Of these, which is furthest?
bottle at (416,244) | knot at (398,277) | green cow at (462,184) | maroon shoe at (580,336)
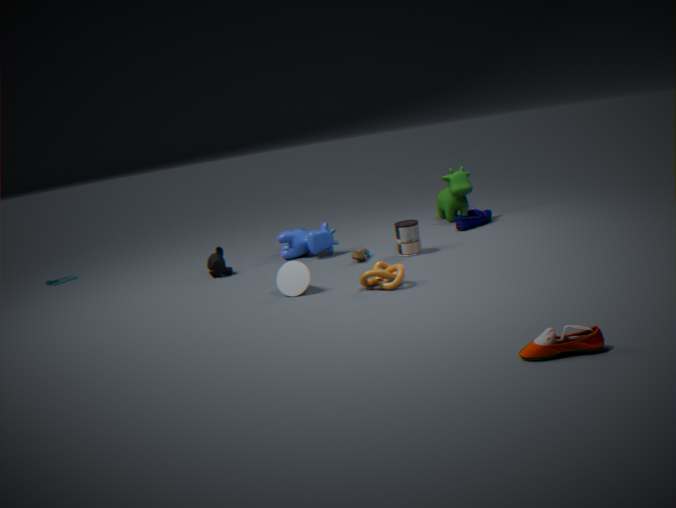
green cow at (462,184)
